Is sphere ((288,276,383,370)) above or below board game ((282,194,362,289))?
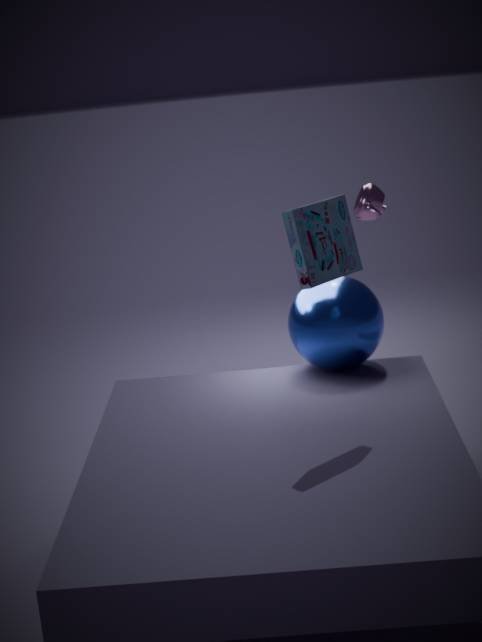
below
